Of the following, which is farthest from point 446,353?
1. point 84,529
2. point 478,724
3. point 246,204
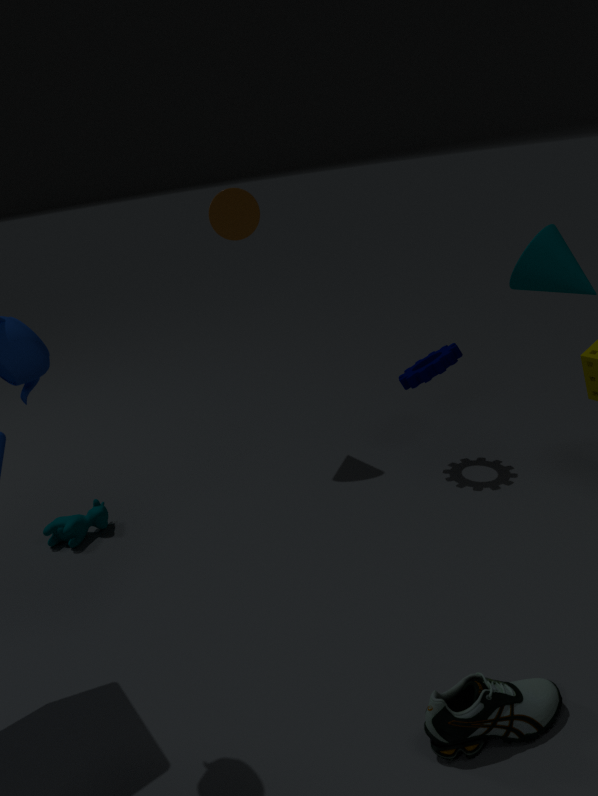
point 84,529
